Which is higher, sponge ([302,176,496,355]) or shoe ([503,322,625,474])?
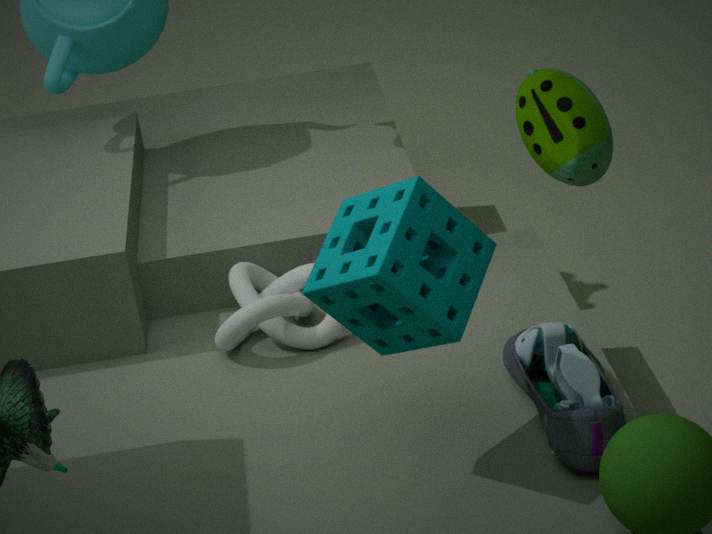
sponge ([302,176,496,355])
